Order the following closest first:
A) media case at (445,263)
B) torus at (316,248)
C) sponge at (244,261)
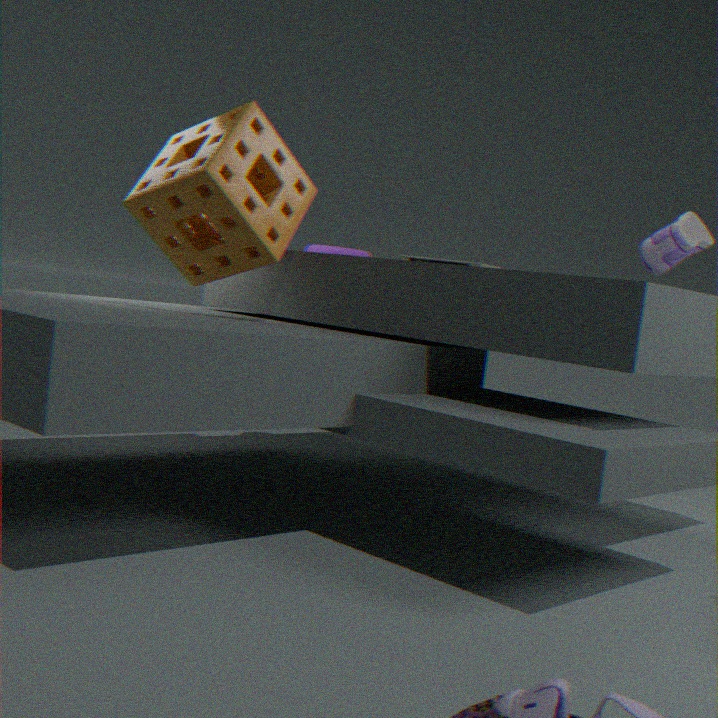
sponge at (244,261) < media case at (445,263) < torus at (316,248)
